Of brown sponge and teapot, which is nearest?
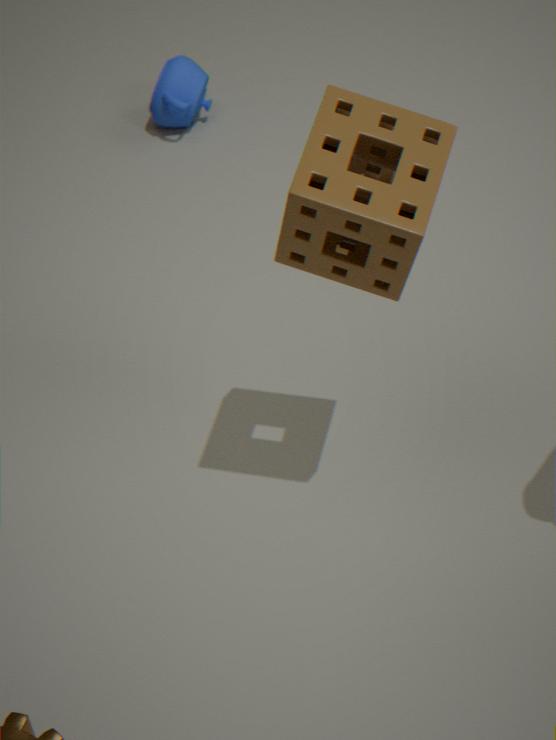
brown sponge
